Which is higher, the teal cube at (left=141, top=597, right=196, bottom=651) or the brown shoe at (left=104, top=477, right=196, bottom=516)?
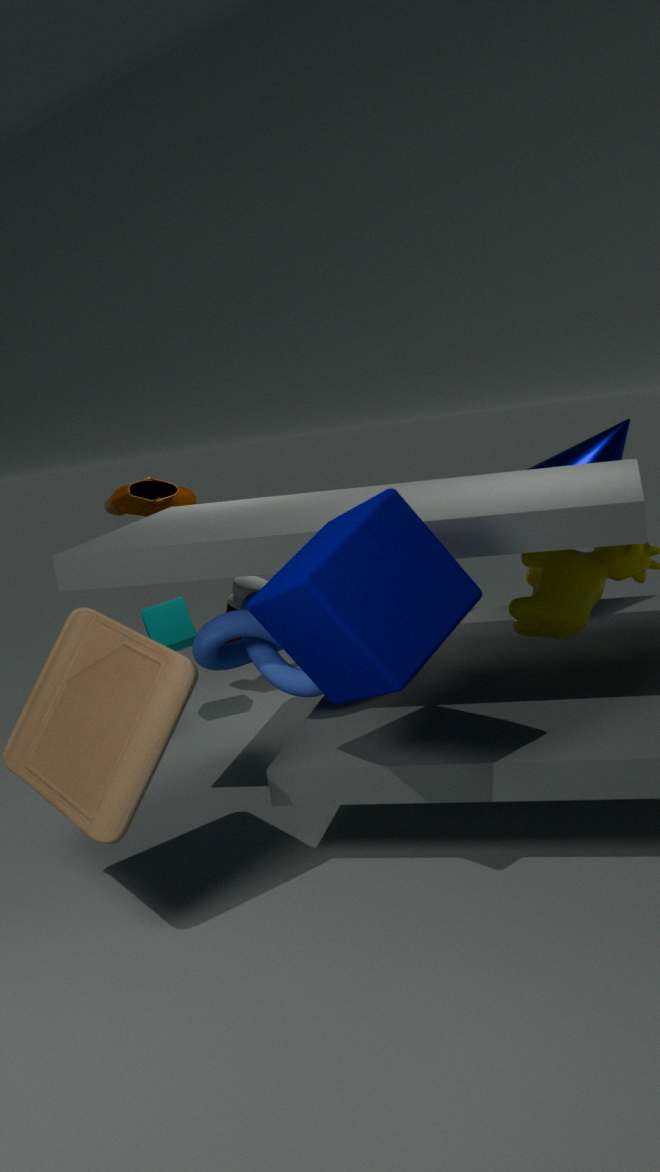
the brown shoe at (left=104, top=477, right=196, bottom=516)
